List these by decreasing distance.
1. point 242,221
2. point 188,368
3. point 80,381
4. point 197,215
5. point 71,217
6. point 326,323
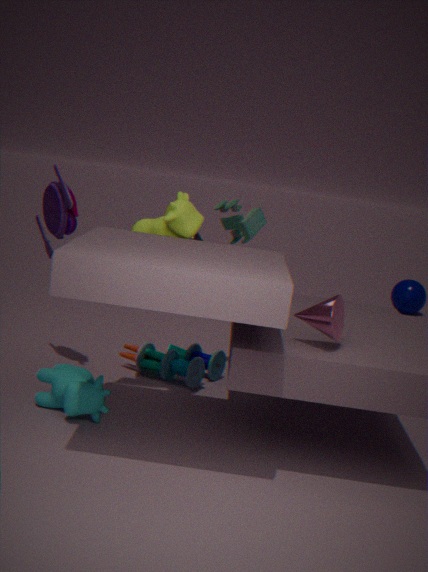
point 242,221 → point 188,368 → point 71,217 → point 197,215 → point 80,381 → point 326,323
